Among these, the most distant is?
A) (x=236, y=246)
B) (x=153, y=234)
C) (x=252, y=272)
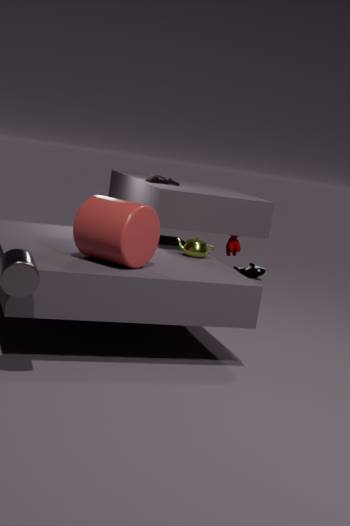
(x=252, y=272)
